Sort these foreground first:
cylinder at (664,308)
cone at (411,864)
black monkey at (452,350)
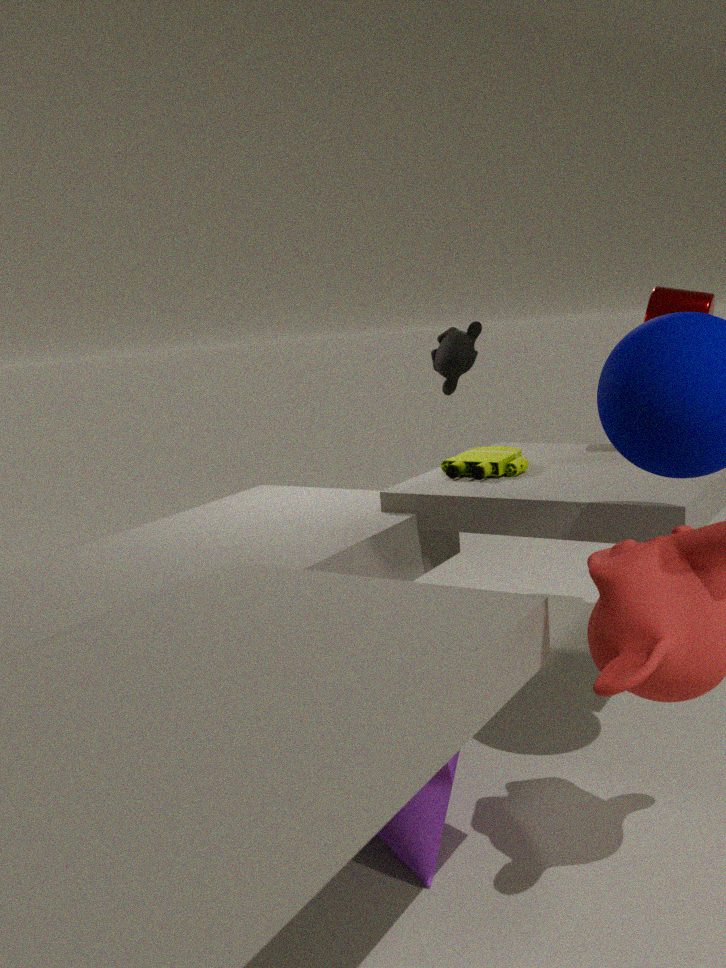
cone at (411,864), cylinder at (664,308), black monkey at (452,350)
